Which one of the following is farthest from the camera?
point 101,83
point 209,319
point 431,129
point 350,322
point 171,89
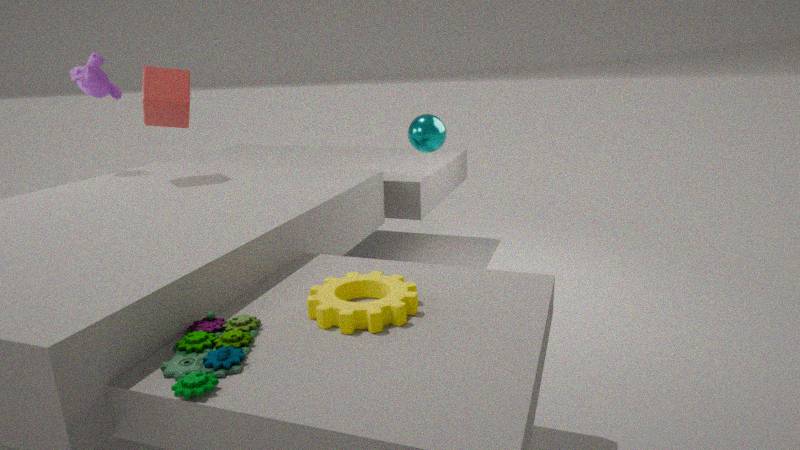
point 101,83
